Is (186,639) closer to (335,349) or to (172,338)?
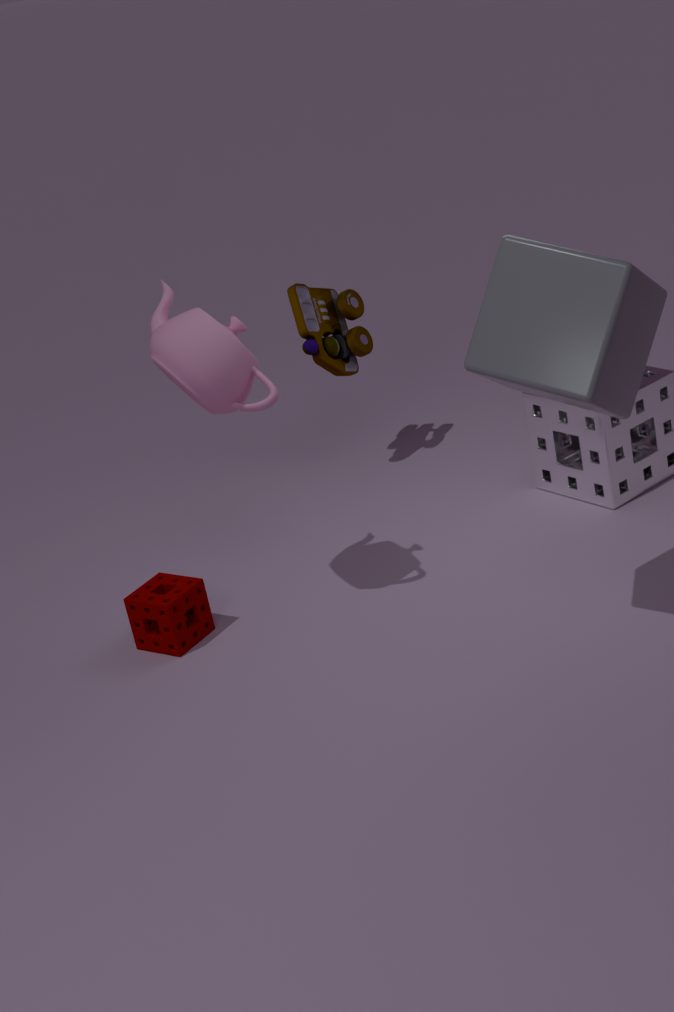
(172,338)
